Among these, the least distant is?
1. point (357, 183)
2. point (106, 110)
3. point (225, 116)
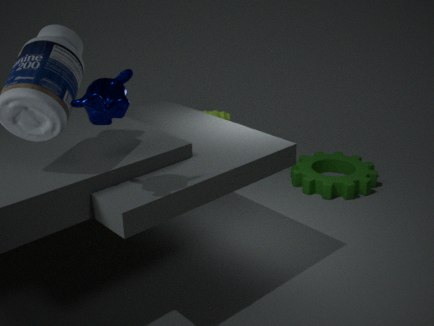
point (106, 110)
